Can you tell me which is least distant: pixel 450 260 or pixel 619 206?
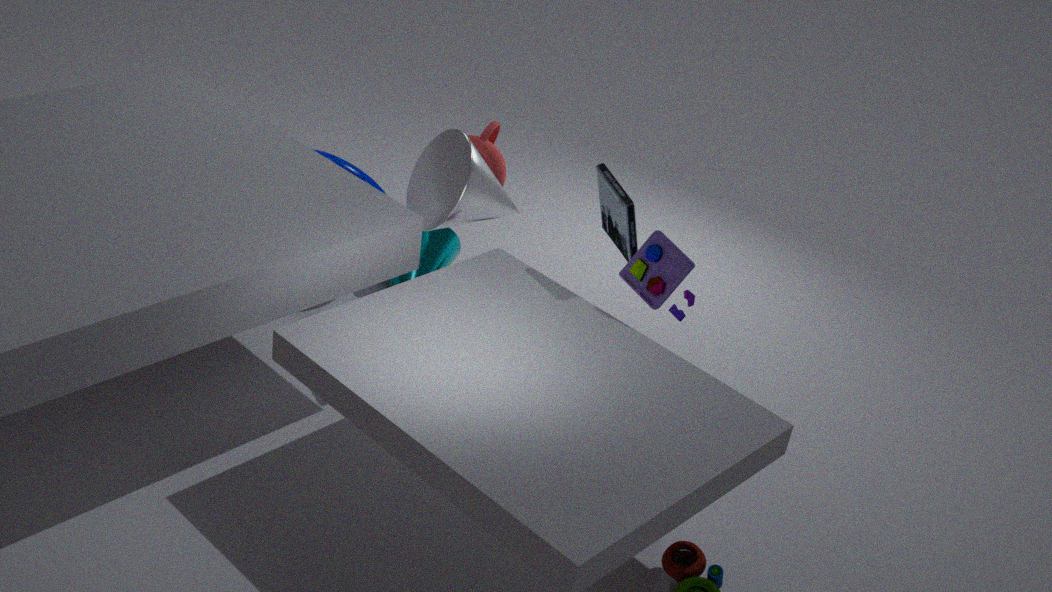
pixel 619 206
